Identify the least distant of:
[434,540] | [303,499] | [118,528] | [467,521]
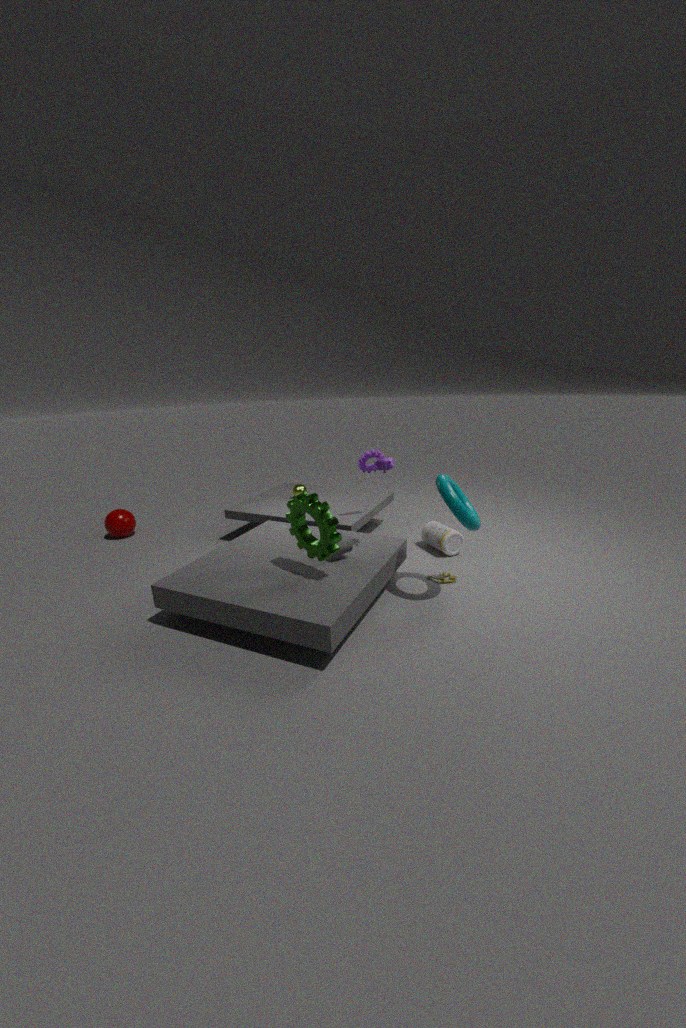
[303,499]
